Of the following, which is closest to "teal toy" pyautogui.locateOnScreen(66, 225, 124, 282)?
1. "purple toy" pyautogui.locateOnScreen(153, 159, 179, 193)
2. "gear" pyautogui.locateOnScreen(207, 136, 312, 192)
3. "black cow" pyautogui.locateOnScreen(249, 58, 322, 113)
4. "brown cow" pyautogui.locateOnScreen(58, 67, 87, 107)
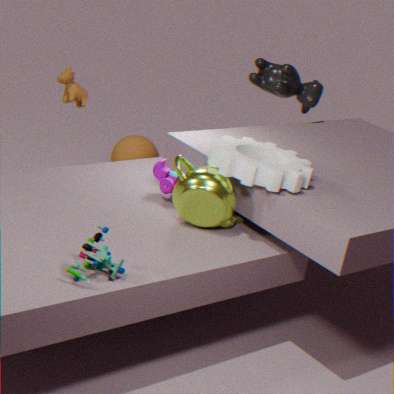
"gear" pyautogui.locateOnScreen(207, 136, 312, 192)
